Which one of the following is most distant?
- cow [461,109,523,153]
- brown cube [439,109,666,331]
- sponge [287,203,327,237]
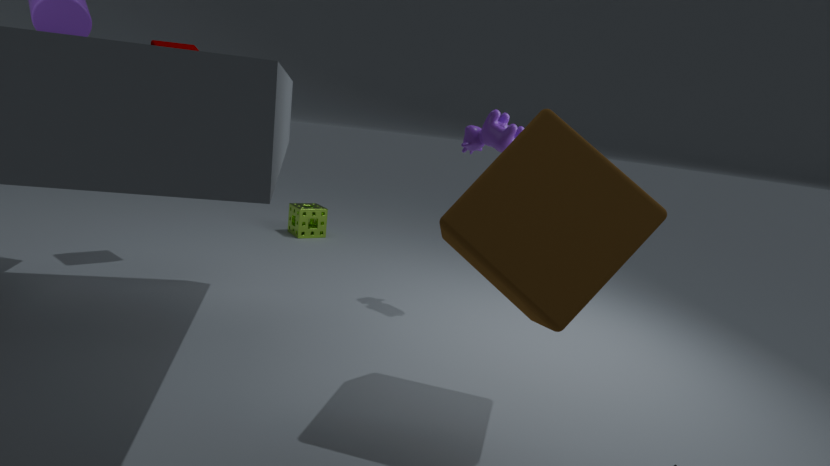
sponge [287,203,327,237]
